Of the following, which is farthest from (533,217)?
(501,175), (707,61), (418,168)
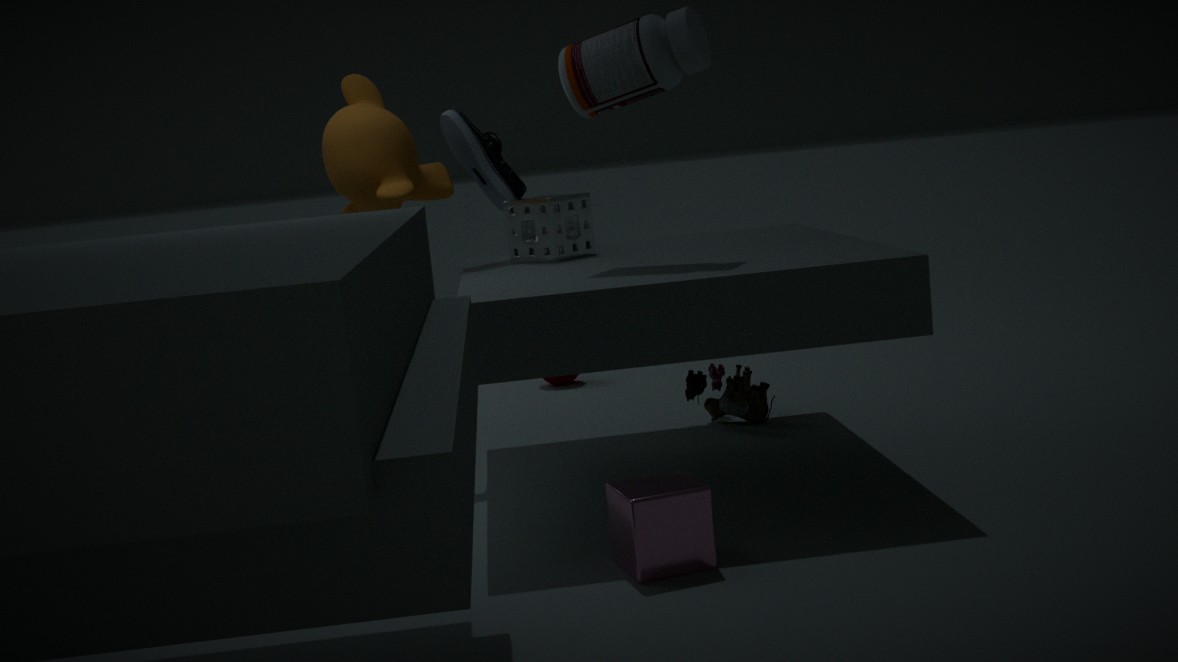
(707,61)
